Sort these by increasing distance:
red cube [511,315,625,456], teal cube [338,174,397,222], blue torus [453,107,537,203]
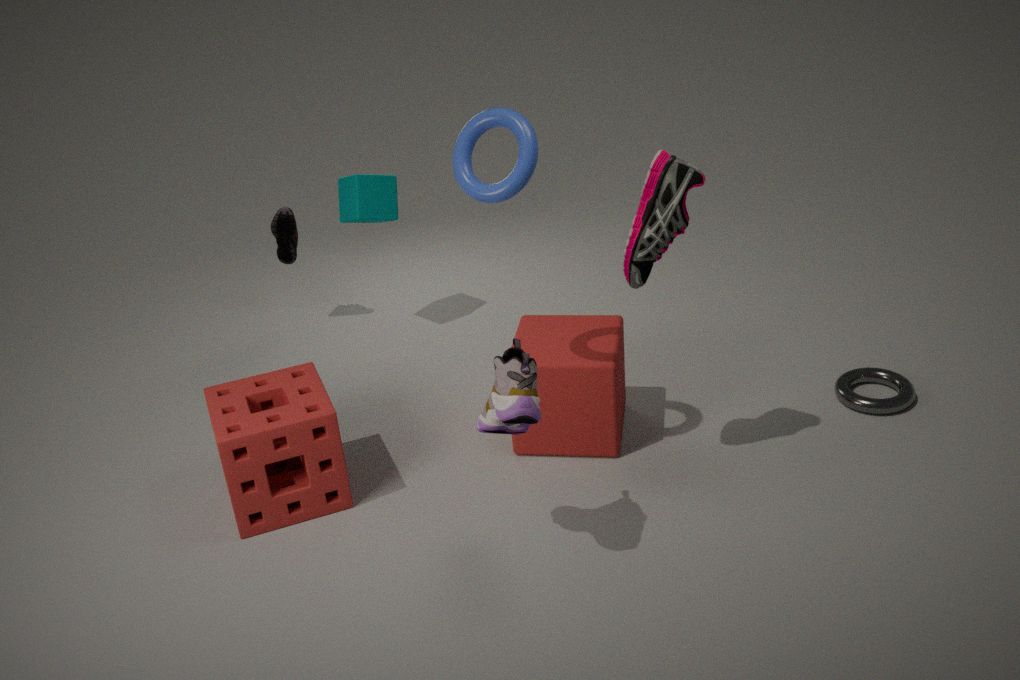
blue torus [453,107,537,203] → red cube [511,315,625,456] → teal cube [338,174,397,222]
